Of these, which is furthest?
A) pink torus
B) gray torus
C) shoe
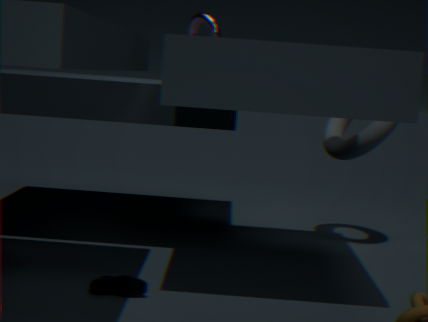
pink torus
